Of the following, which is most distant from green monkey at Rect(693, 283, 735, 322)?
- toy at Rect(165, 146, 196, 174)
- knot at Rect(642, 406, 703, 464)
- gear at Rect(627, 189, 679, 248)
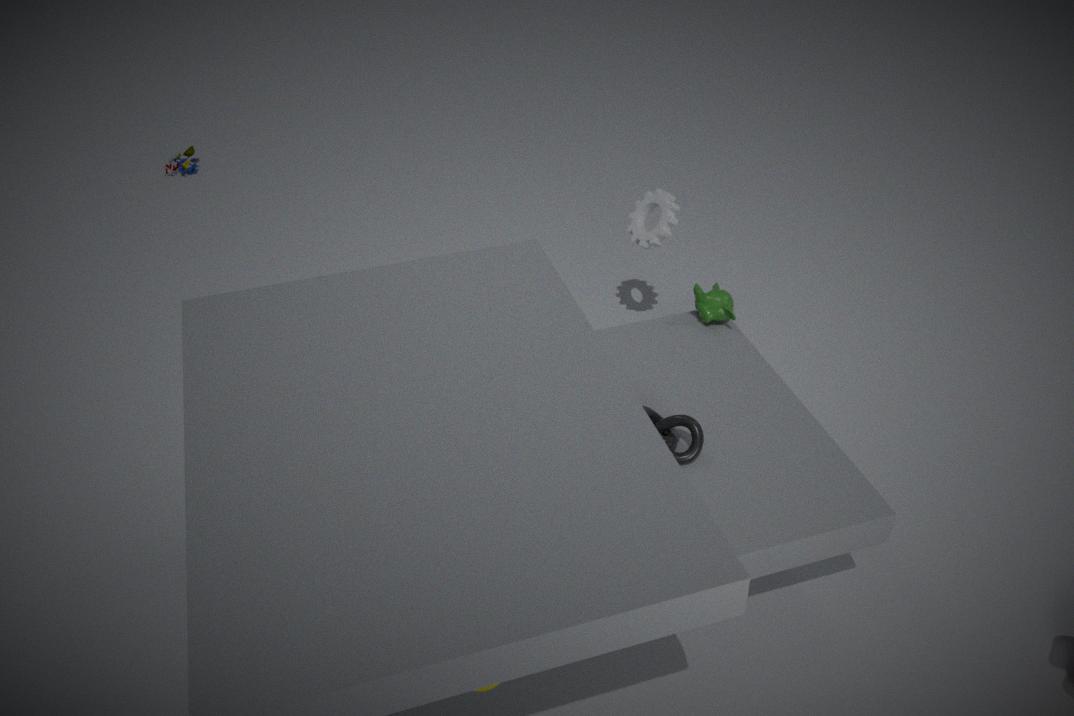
toy at Rect(165, 146, 196, 174)
